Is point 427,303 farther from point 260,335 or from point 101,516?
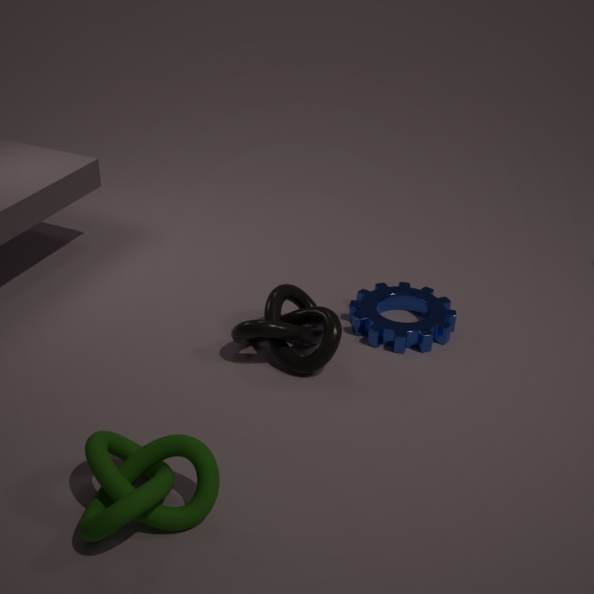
point 101,516
